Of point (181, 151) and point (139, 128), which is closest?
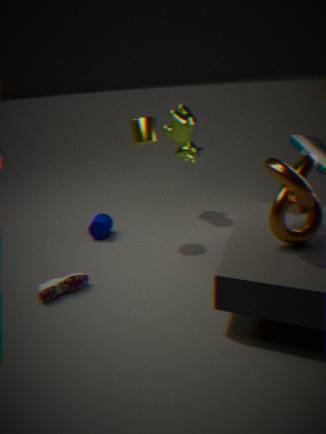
point (139, 128)
